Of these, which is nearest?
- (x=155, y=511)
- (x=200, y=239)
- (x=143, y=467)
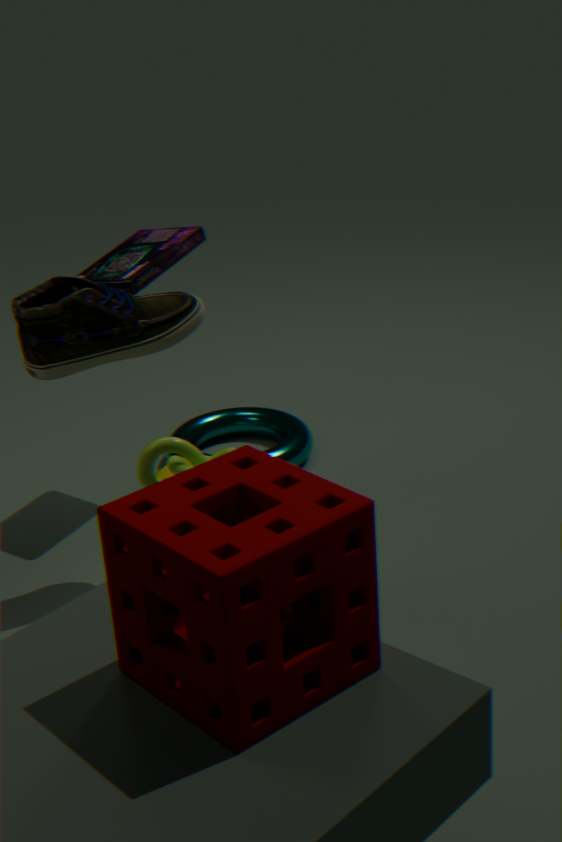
(x=155, y=511)
